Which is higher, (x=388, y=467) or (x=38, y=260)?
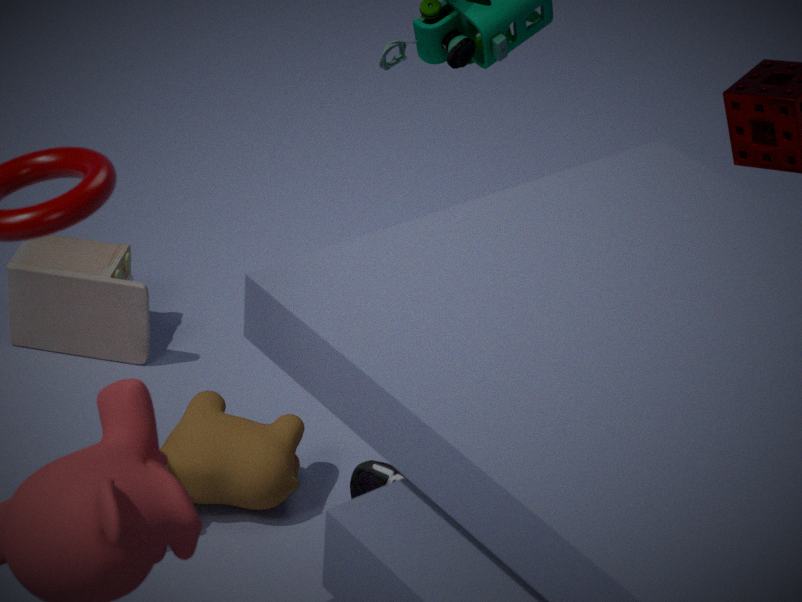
(x=38, y=260)
